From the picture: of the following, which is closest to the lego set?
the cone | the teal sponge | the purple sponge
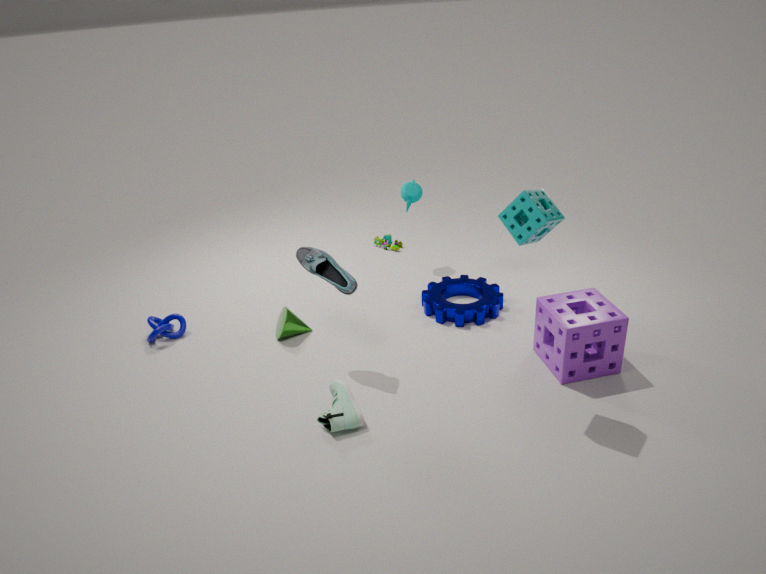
the cone
